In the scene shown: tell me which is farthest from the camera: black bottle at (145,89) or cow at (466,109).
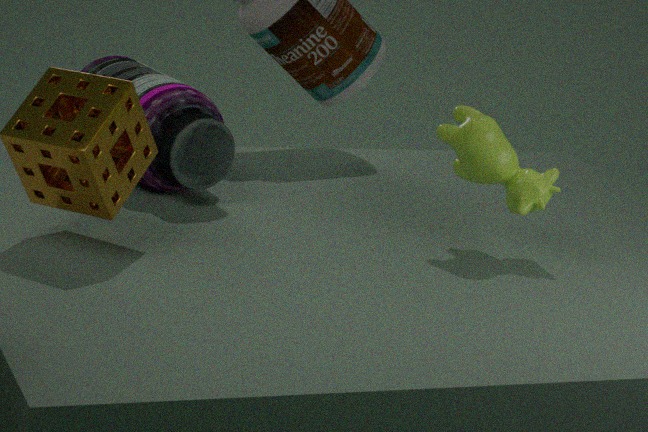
black bottle at (145,89)
